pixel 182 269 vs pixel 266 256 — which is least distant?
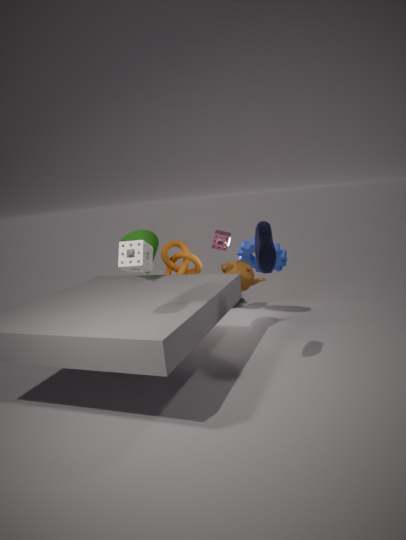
pixel 266 256
